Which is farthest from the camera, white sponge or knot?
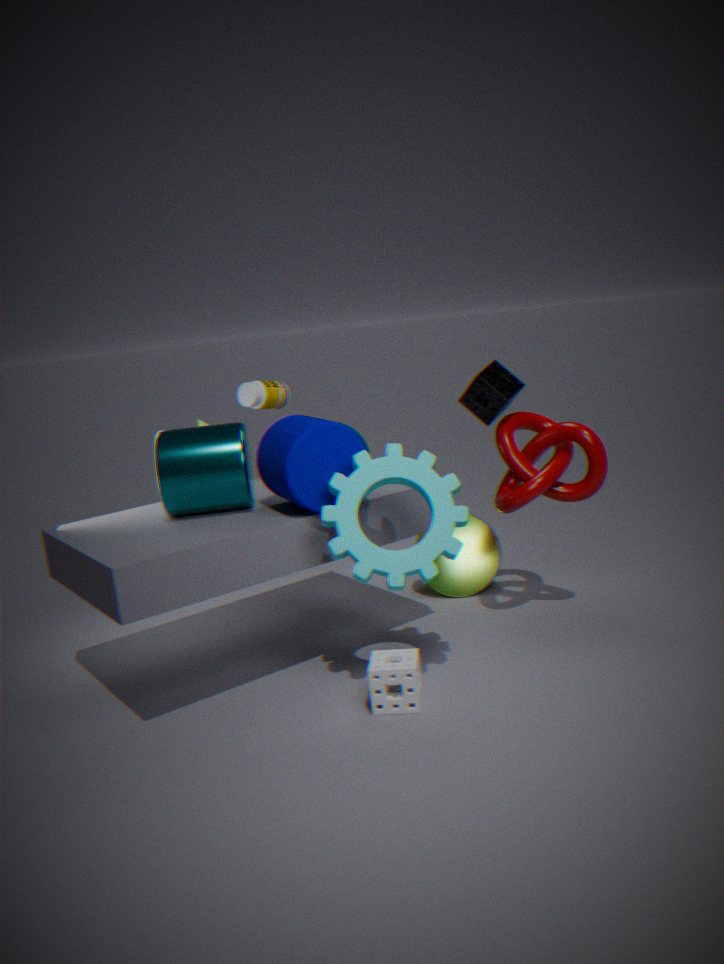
knot
